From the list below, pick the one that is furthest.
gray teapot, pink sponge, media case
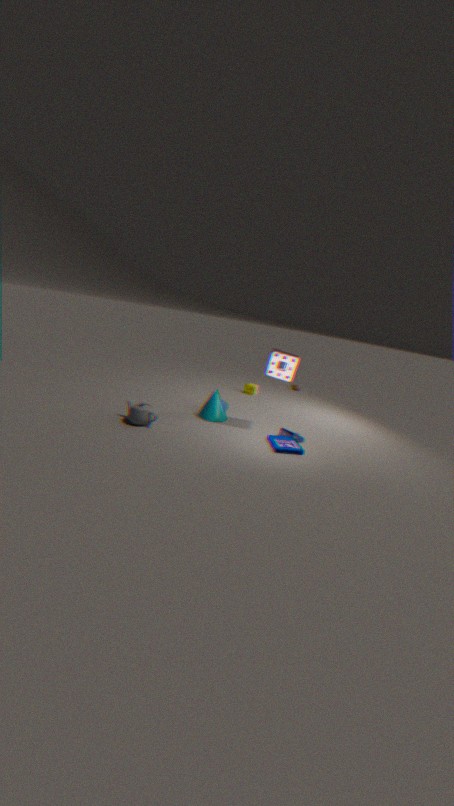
pink sponge
